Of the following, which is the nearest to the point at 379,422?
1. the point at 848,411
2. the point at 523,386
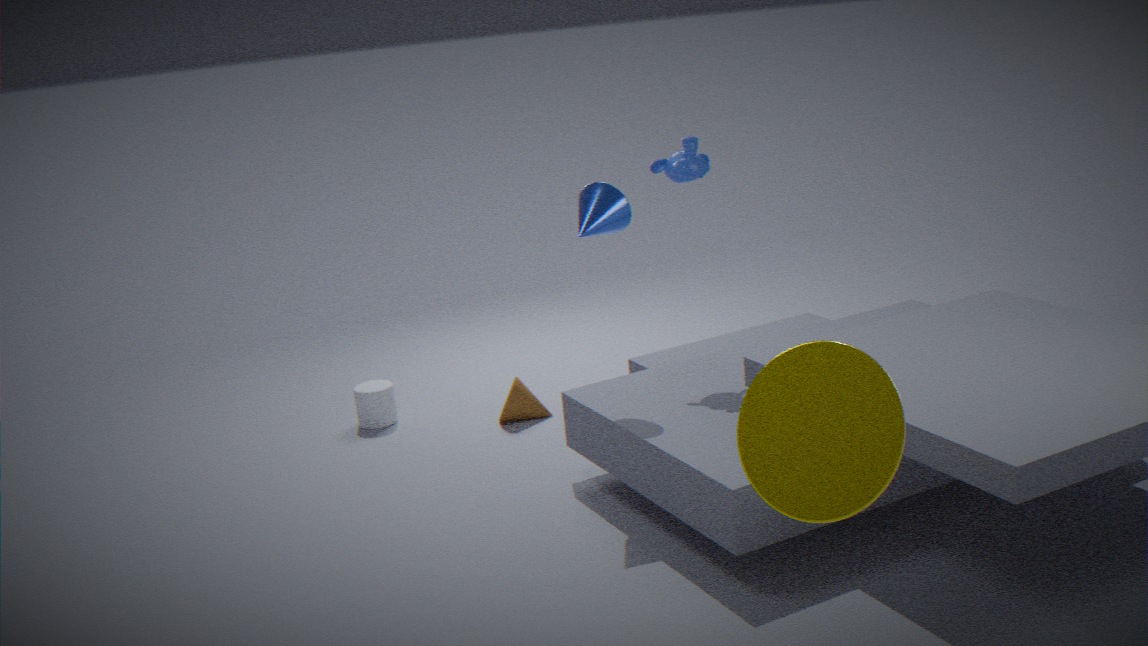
the point at 523,386
